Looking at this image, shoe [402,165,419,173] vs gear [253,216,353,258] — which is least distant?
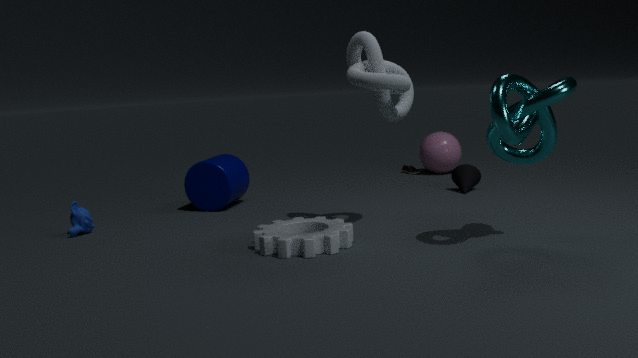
gear [253,216,353,258]
